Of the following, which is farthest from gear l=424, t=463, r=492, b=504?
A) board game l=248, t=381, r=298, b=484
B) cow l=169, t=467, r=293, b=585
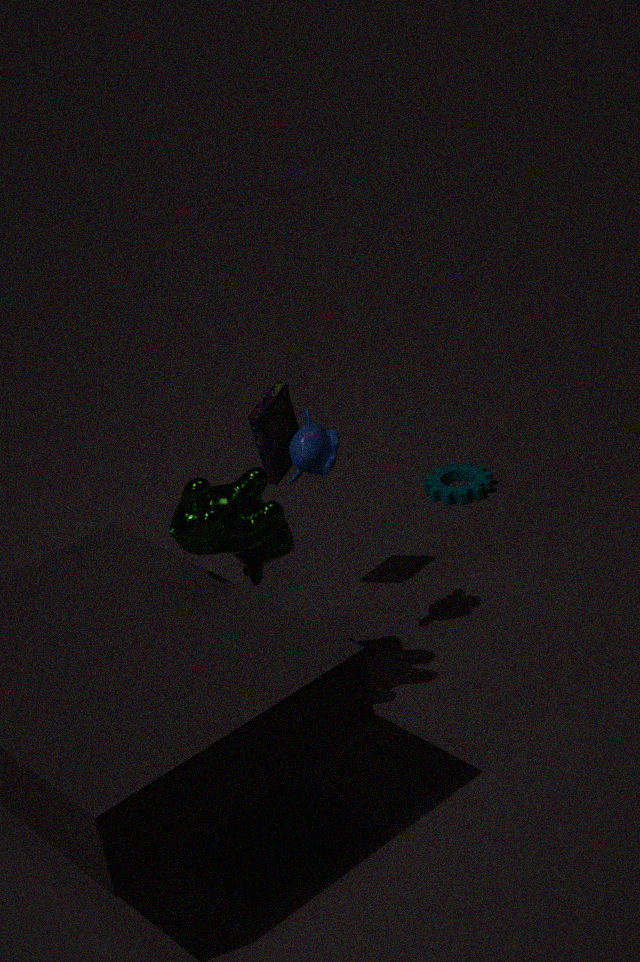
cow l=169, t=467, r=293, b=585
